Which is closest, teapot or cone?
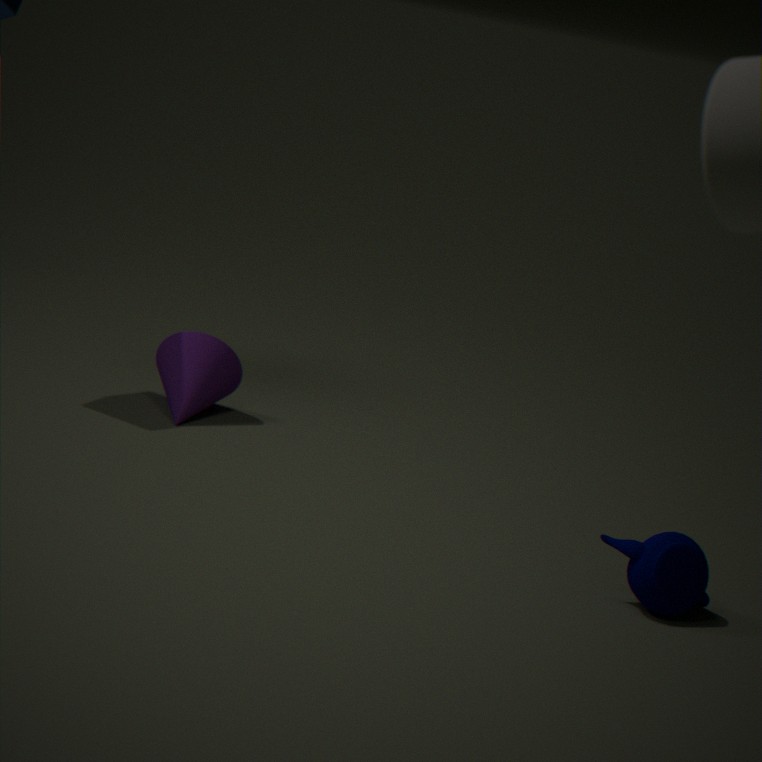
teapot
